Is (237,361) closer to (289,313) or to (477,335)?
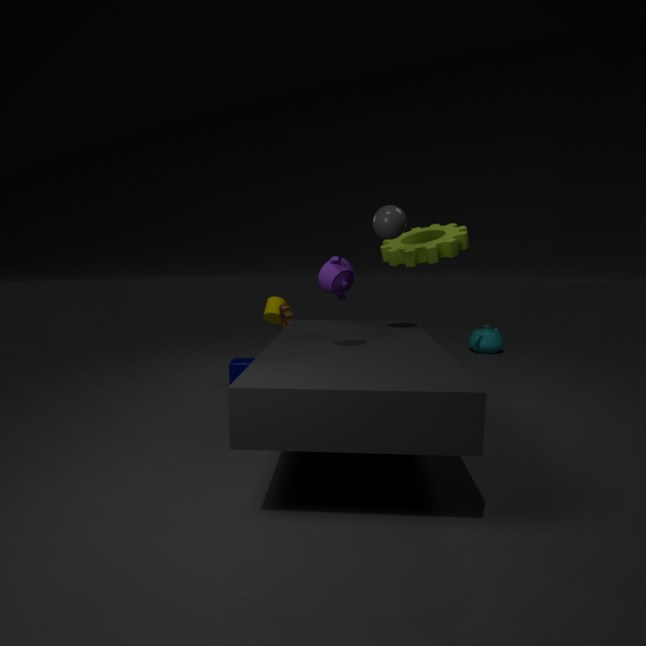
(289,313)
